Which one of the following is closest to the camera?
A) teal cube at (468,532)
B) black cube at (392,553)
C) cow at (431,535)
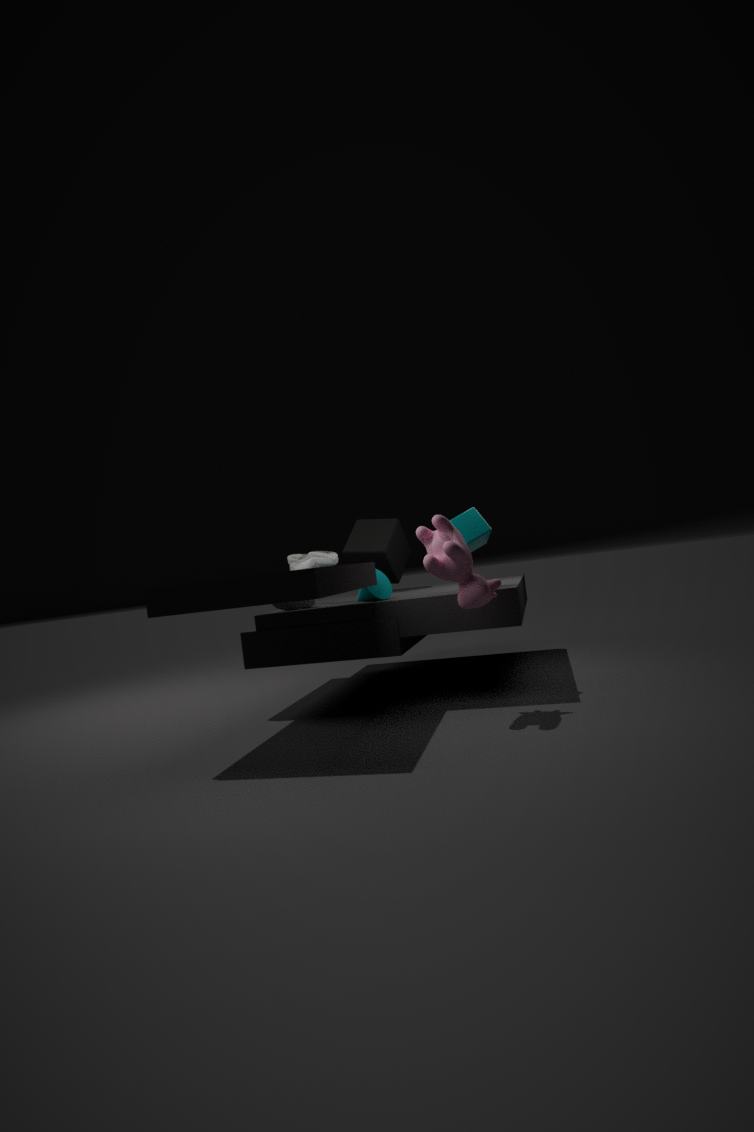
cow at (431,535)
